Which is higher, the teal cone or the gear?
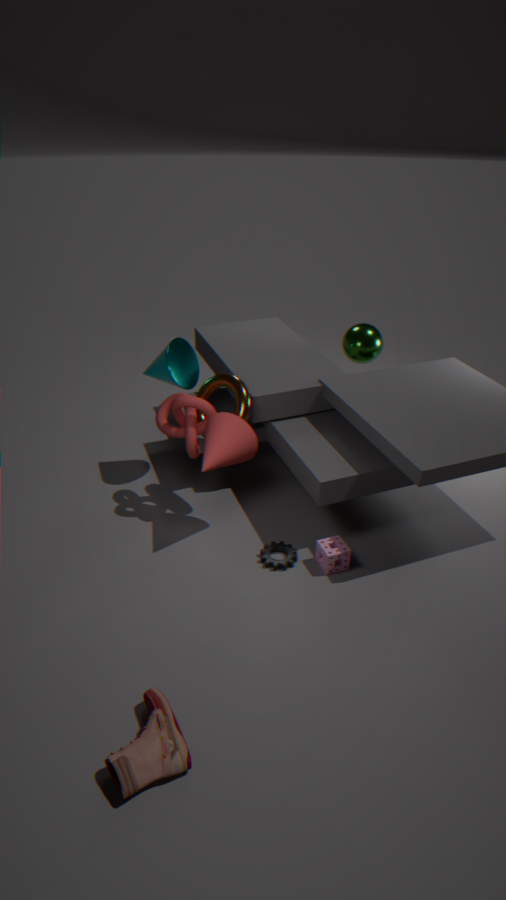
the teal cone
